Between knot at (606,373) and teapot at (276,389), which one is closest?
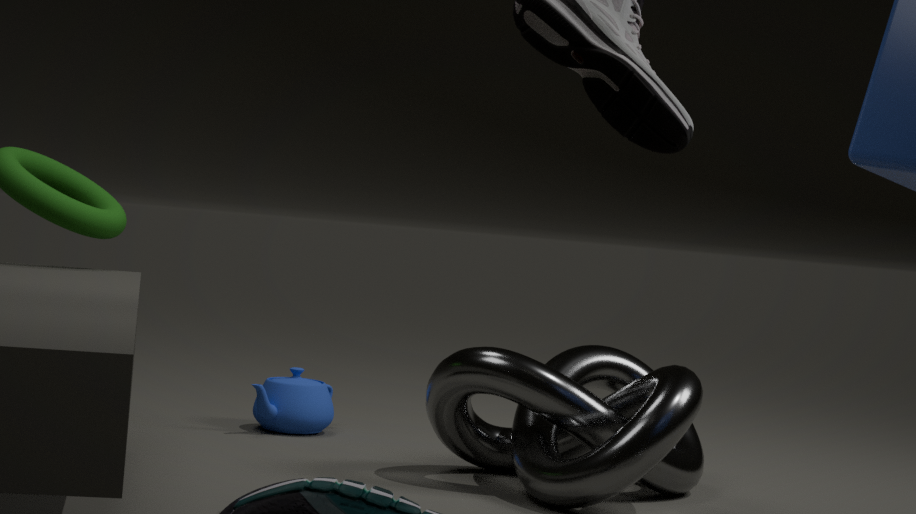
knot at (606,373)
